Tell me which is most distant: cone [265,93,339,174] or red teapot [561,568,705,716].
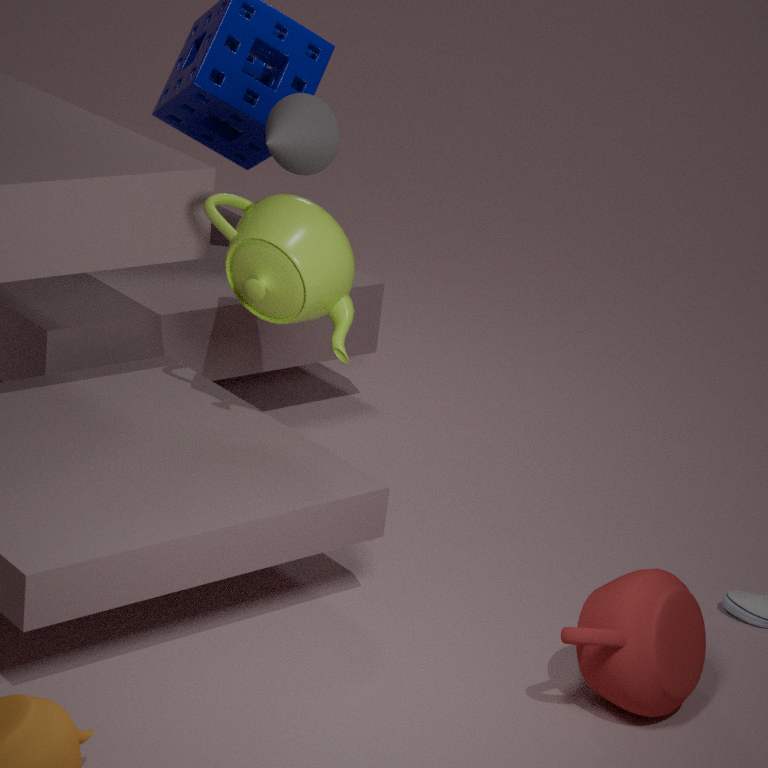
cone [265,93,339,174]
